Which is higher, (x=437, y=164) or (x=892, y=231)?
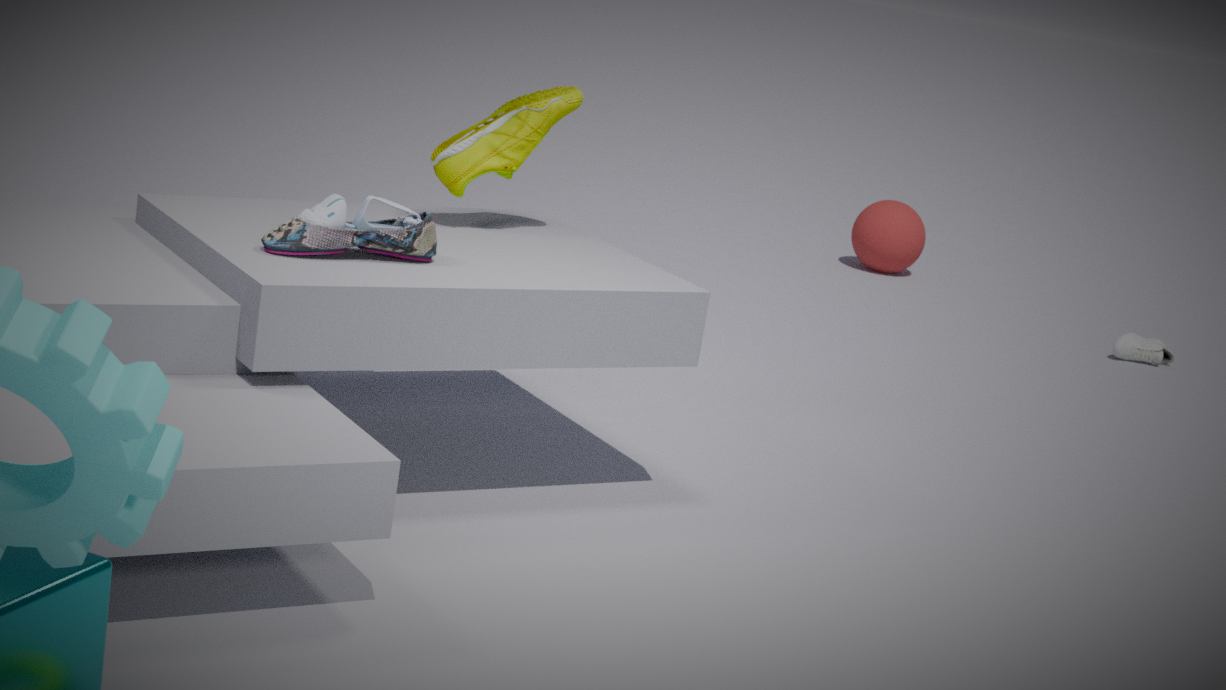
(x=437, y=164)
